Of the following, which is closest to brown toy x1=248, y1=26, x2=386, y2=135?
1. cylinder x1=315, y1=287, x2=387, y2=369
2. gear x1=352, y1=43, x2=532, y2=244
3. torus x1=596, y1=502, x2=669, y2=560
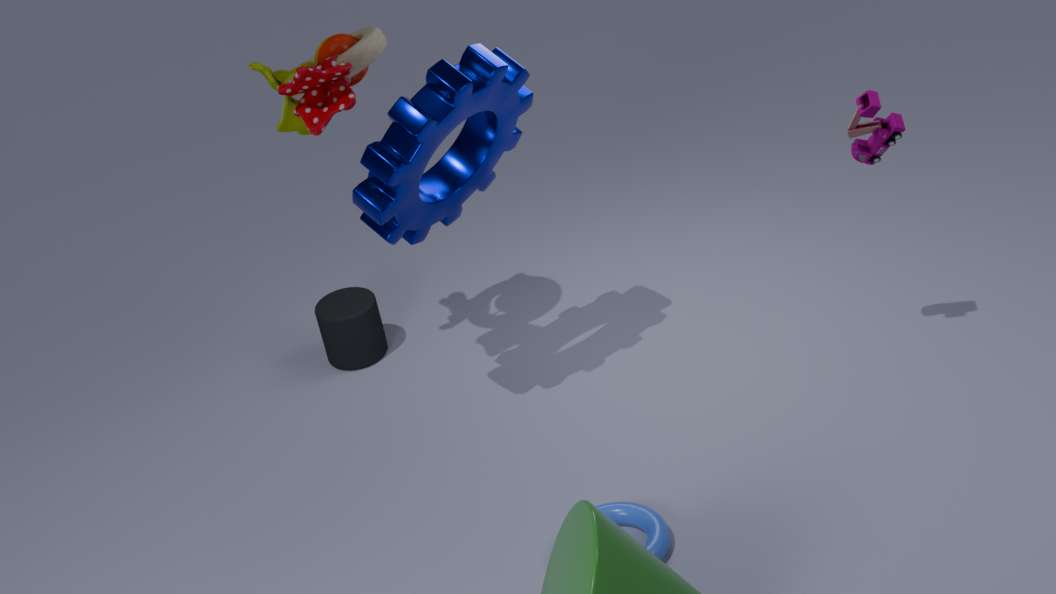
gear x1=352, y1=43, x2=532, y2=244
